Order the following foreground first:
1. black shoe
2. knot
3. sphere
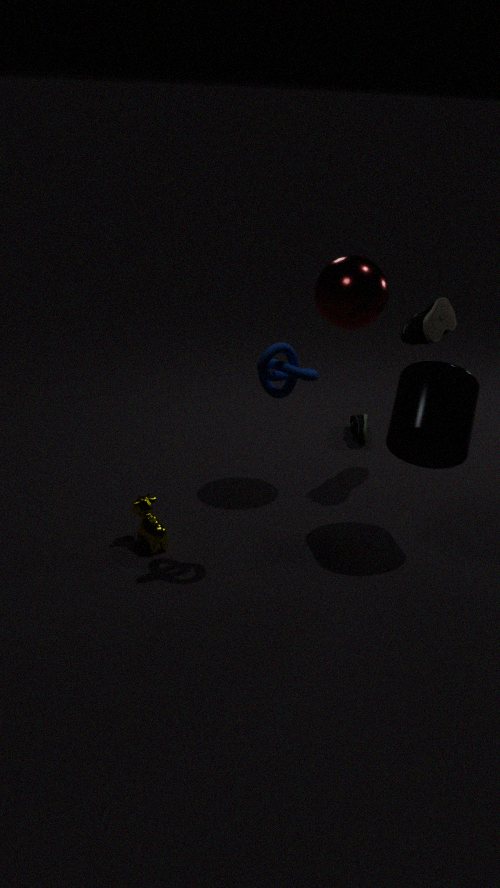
1. knot
2. sphere
3. black shoe
